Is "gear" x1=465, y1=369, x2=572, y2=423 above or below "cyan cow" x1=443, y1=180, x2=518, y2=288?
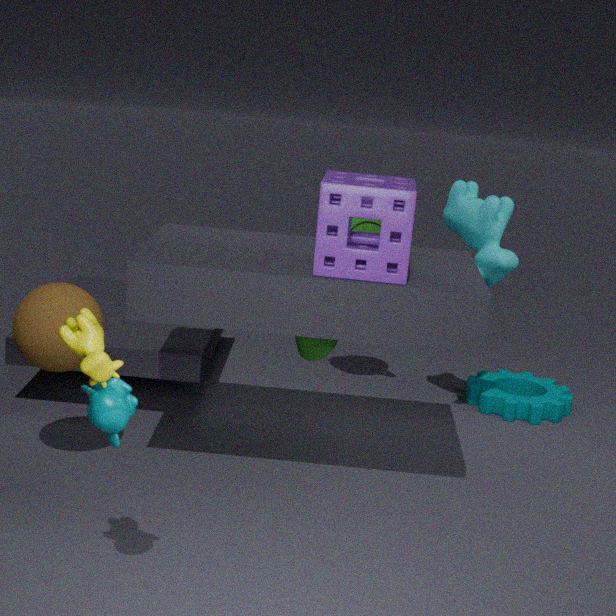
below
